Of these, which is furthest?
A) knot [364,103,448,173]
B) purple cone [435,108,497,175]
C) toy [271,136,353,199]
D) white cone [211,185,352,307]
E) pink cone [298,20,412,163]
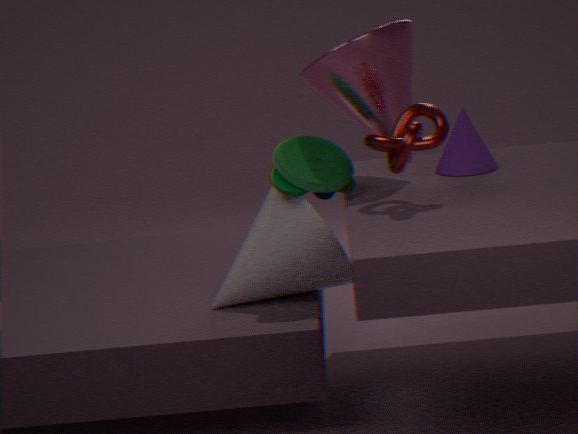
purple cone [435,108,497,175]
